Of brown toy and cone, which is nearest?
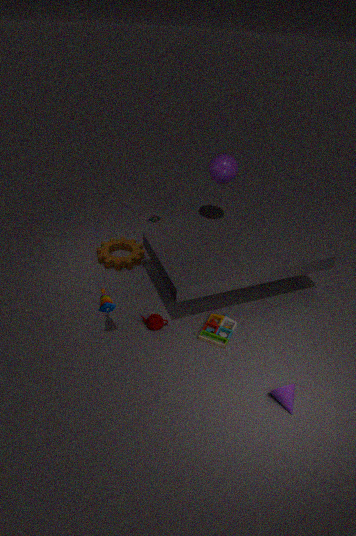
cone
